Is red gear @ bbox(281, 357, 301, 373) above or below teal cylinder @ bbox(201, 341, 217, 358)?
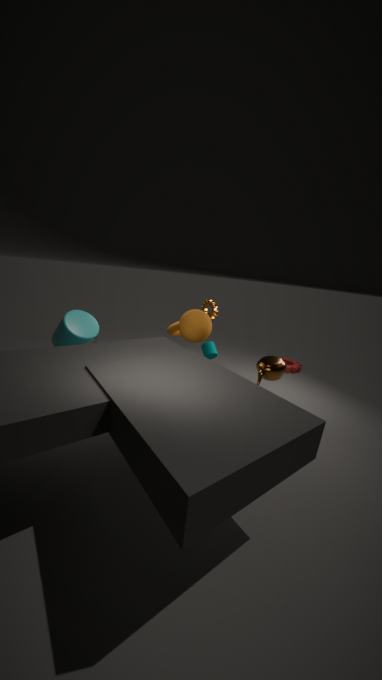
below
